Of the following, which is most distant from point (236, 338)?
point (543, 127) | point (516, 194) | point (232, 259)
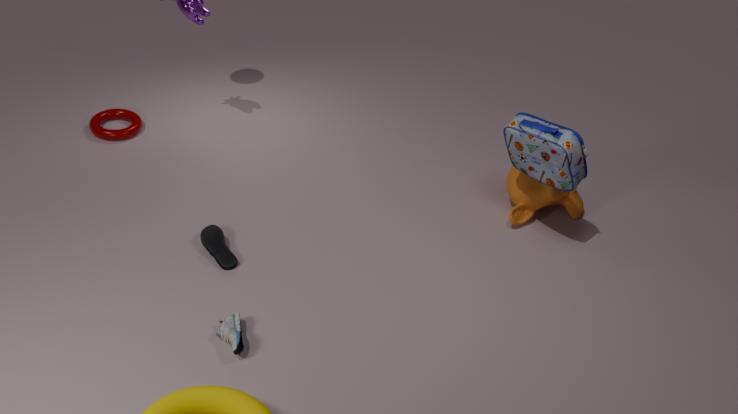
point (516, 194)
